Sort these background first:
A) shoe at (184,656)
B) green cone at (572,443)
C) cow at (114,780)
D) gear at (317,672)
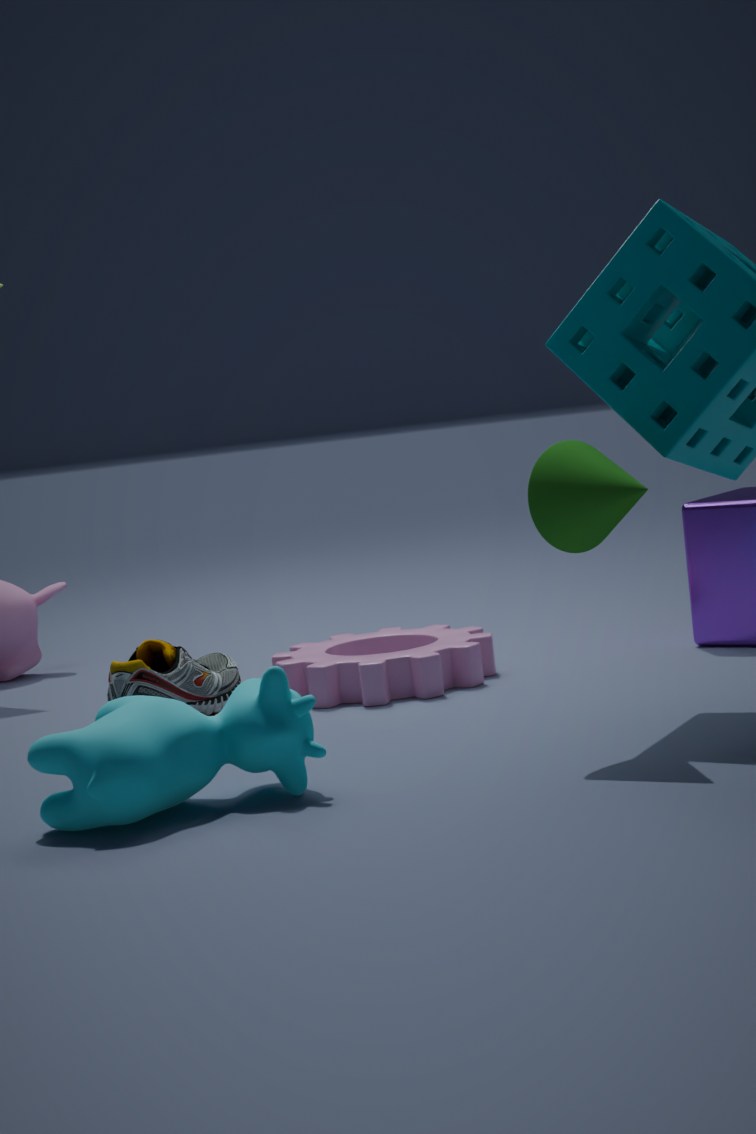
gear at (317,672) → shoe at (184,656) → green cone at (572,443) → cow at (114,780)
